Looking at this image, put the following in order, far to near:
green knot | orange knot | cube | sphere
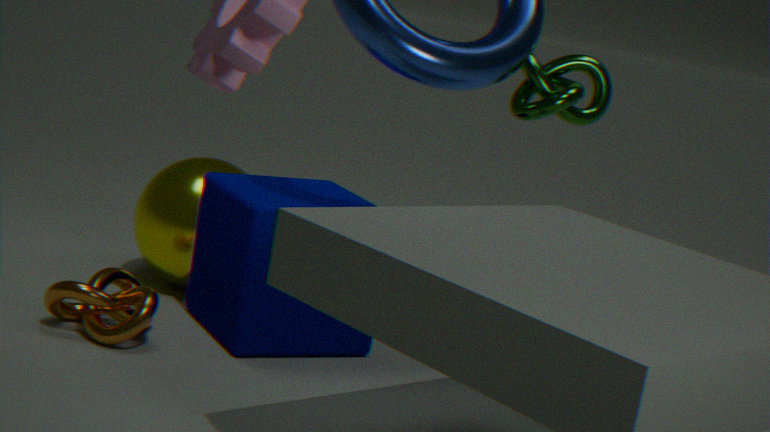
1. sphere
2. green knot
3. cube
4. orange knot
